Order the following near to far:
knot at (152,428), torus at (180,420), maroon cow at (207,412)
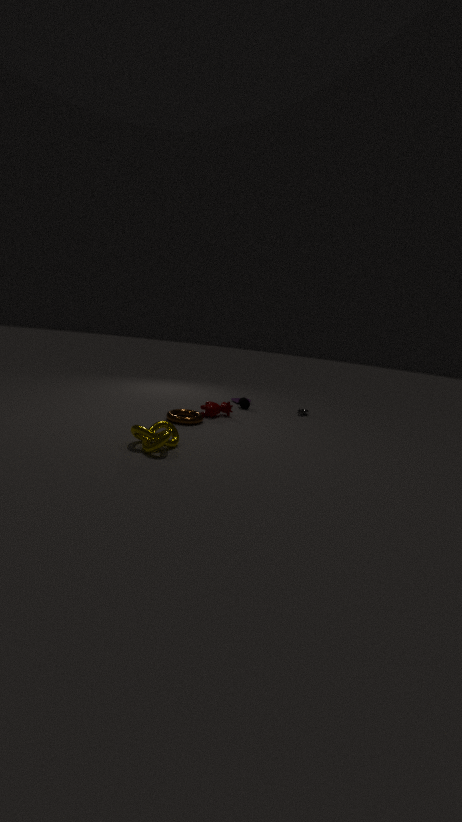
knot at (152,428)
torus at (180,420)
maroon cow at (207,412)
